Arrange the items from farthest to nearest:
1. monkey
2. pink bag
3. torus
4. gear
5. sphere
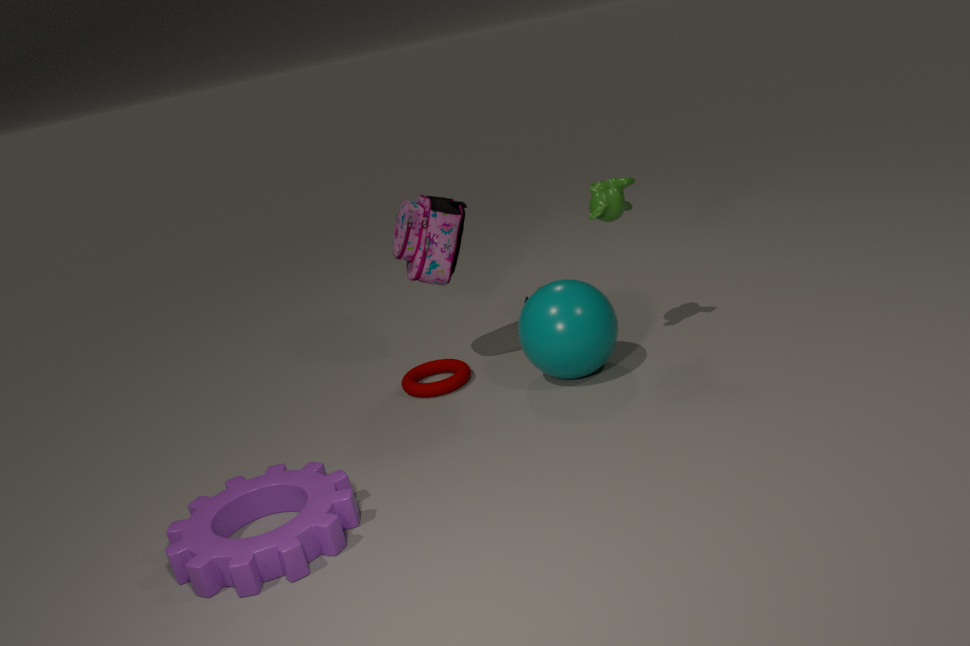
torus < pink bag < monkey < sphere < gear
